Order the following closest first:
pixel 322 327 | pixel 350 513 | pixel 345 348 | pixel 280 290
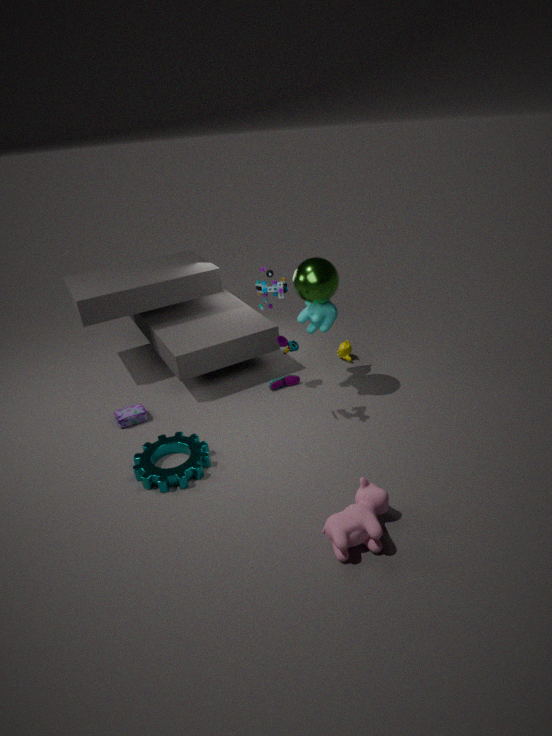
pixel 350 513 < pixel 280 290 < pixel 322 327 < pixel 345 348
